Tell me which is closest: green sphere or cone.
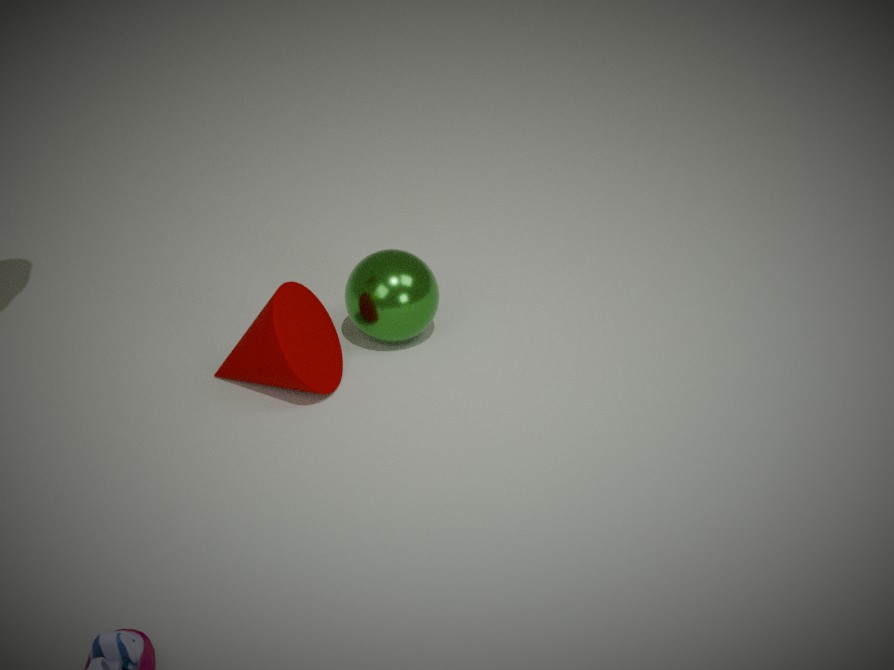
cone
